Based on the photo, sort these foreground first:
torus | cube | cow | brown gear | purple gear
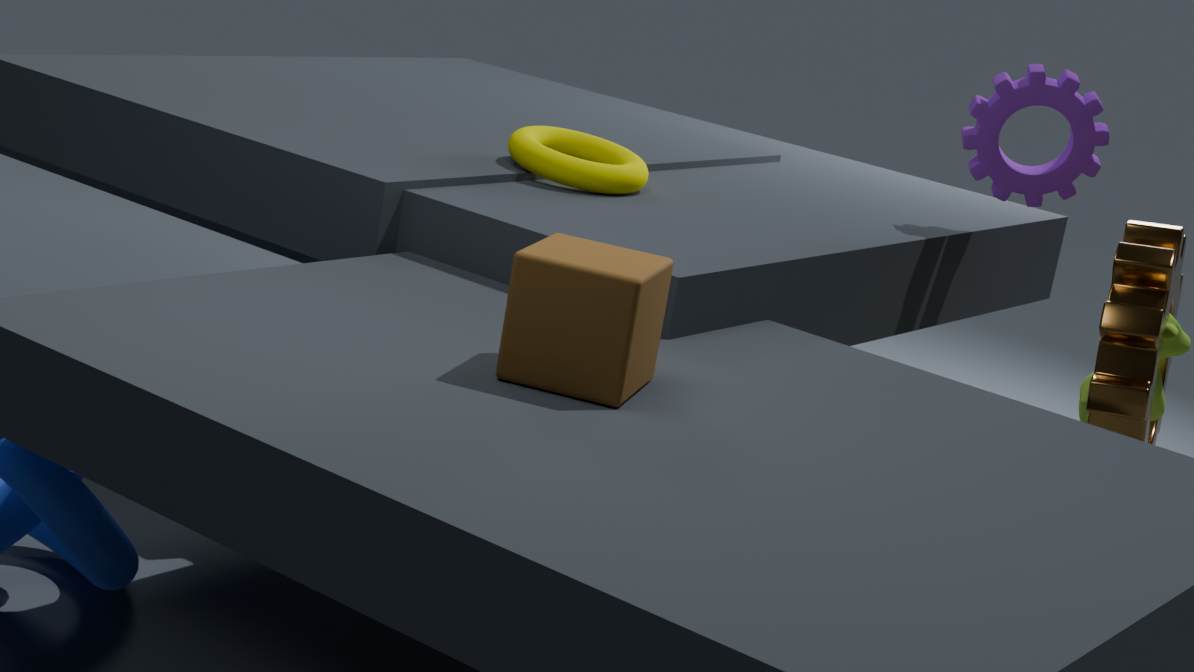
1. cube
2. brown gear
3. cow
4. torus
5. purple gear
